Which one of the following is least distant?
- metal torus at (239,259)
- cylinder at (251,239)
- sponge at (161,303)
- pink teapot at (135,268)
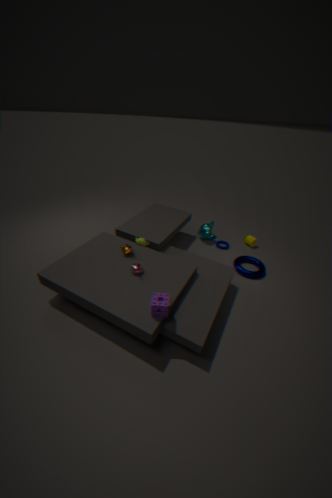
sponge at (161,303)
